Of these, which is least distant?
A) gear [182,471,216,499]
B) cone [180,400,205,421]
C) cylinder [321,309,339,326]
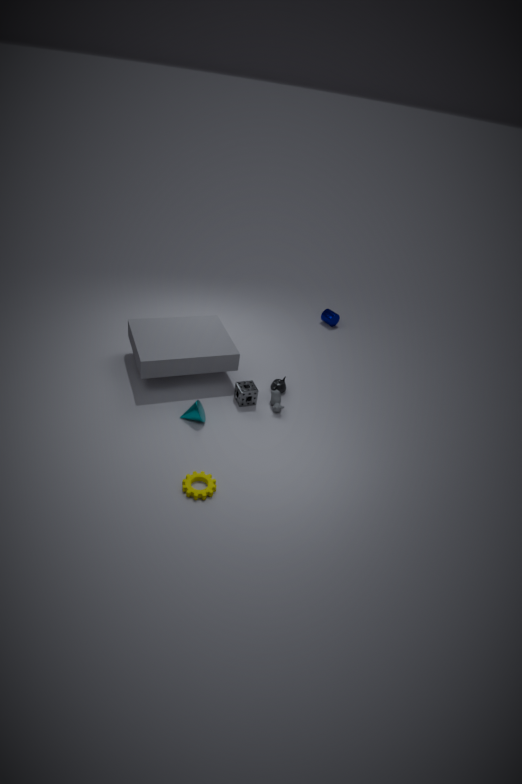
gear [182,471,216,499]
